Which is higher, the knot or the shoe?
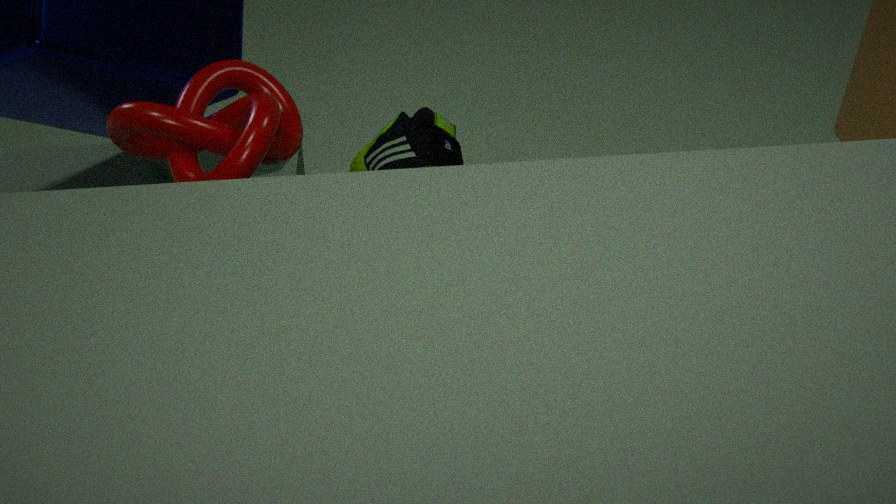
the knot
